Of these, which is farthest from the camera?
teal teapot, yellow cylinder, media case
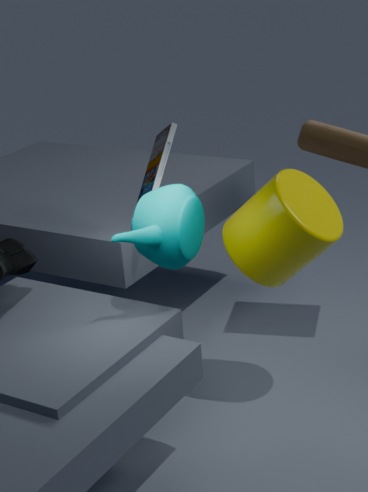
media case
